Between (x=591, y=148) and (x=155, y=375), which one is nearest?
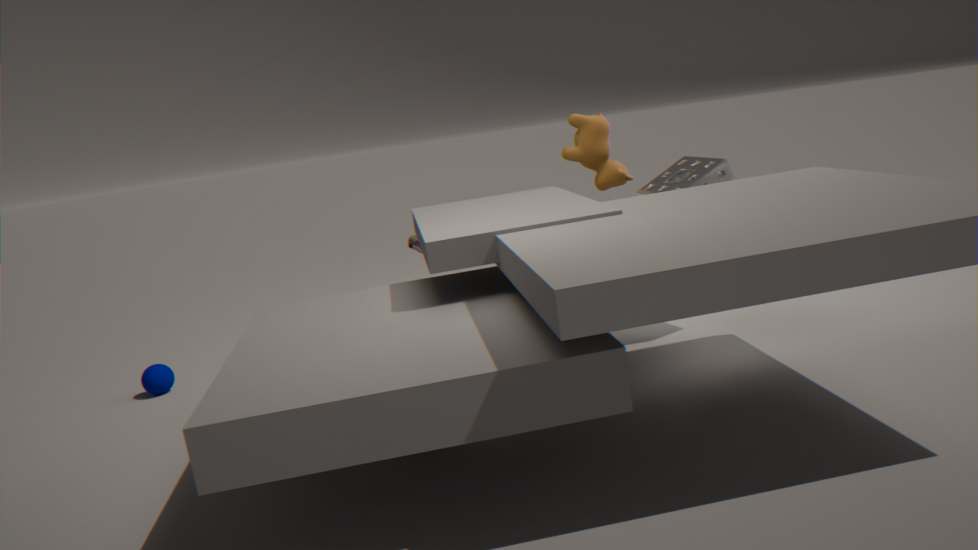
(x=155, y=375)
